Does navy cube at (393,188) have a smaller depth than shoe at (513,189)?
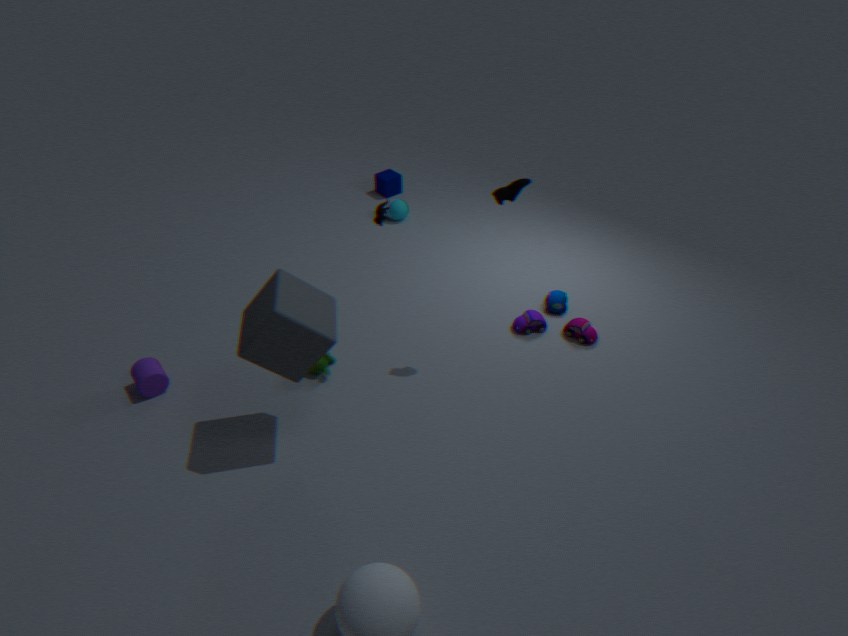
No
